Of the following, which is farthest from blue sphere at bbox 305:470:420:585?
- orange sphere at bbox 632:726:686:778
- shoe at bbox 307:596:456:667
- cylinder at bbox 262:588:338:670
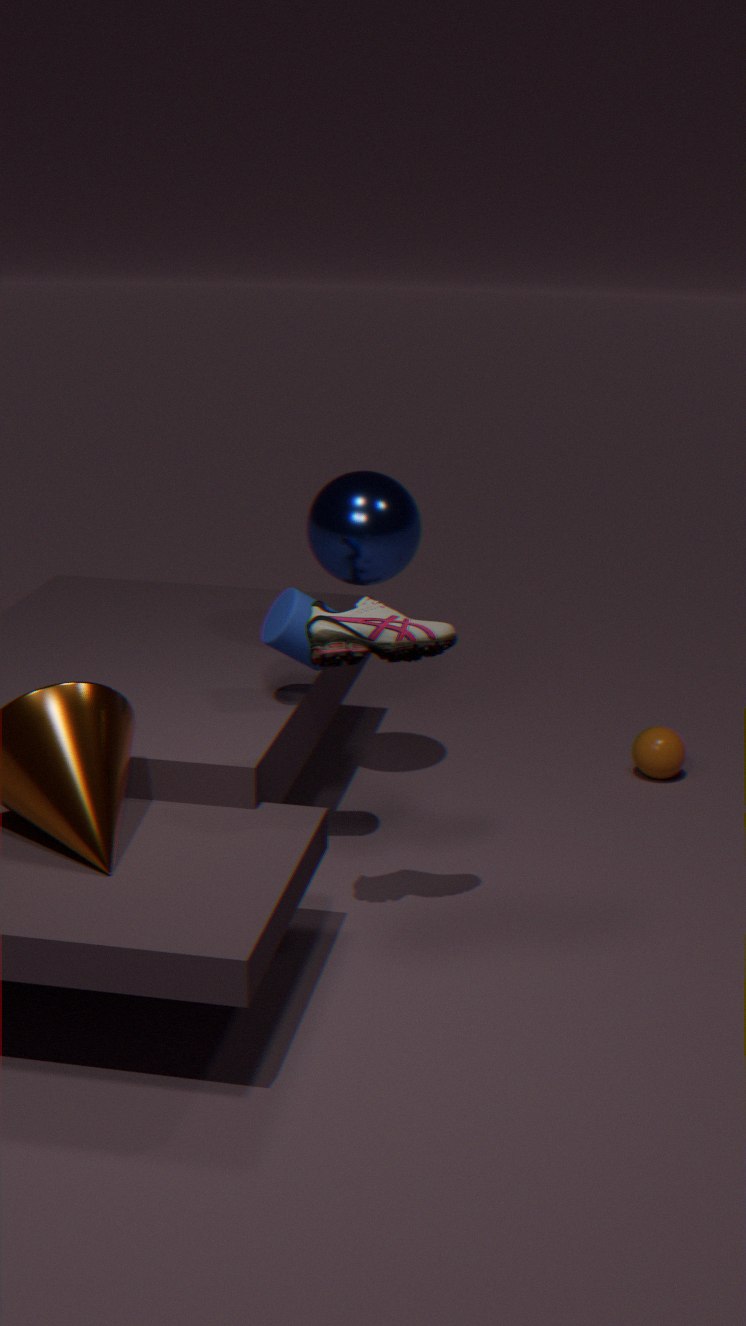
orange sphere at bbox 632:726:686:778
